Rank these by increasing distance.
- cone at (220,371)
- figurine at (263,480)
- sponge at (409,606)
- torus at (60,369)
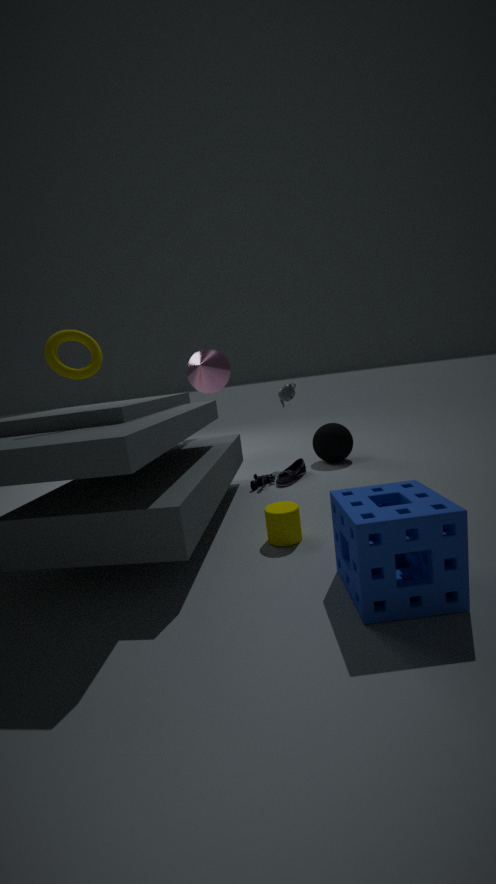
sponge at (409,606) < torus at (60,369) < figurine at (263,480) < cone at (220,371)
